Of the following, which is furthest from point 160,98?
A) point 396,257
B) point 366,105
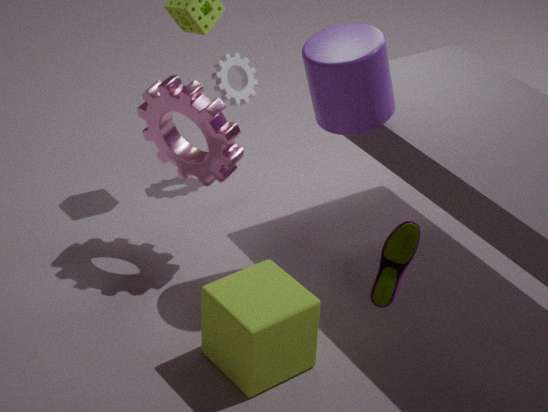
point 396,257
